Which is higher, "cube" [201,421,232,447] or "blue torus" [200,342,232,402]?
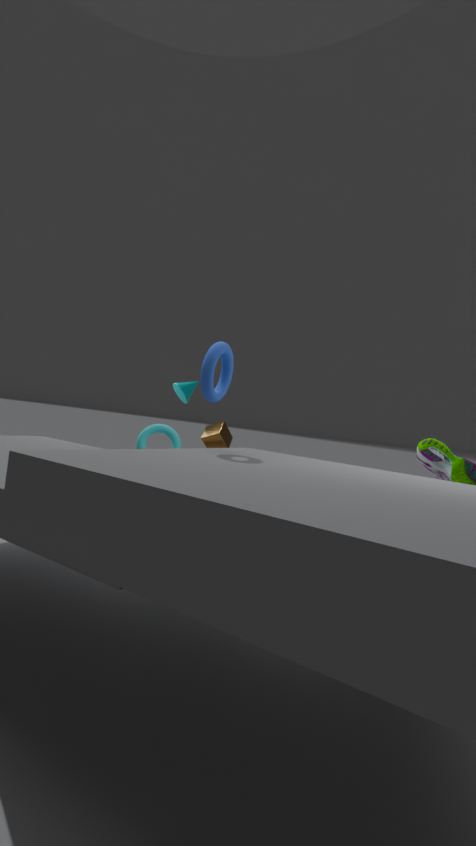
"blue torus" [200,342,232,402]
